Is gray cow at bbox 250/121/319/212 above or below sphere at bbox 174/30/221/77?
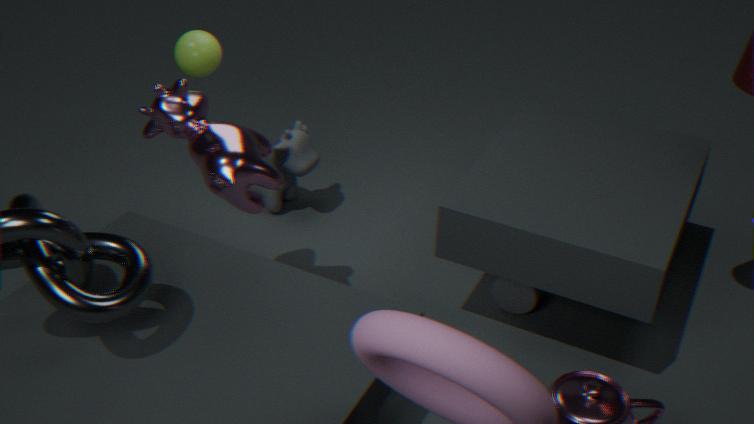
below
